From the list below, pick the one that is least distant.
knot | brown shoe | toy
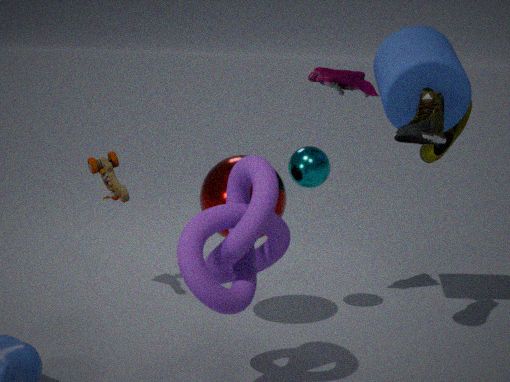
knot
